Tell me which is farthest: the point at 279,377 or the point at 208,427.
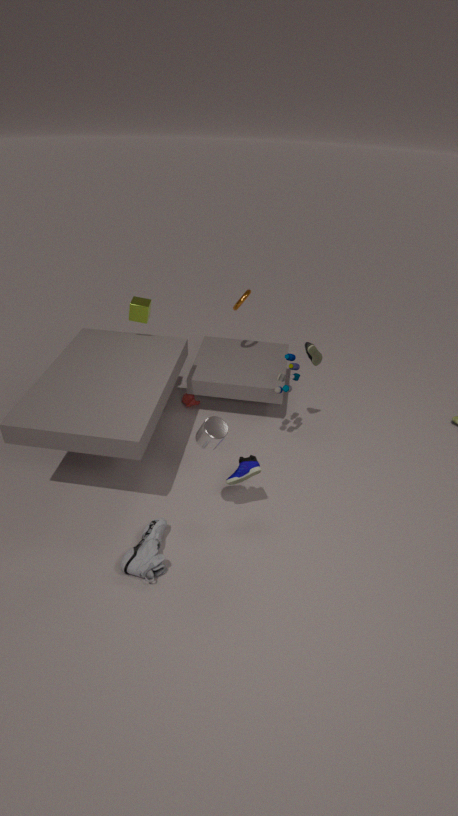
the point at 279,377
